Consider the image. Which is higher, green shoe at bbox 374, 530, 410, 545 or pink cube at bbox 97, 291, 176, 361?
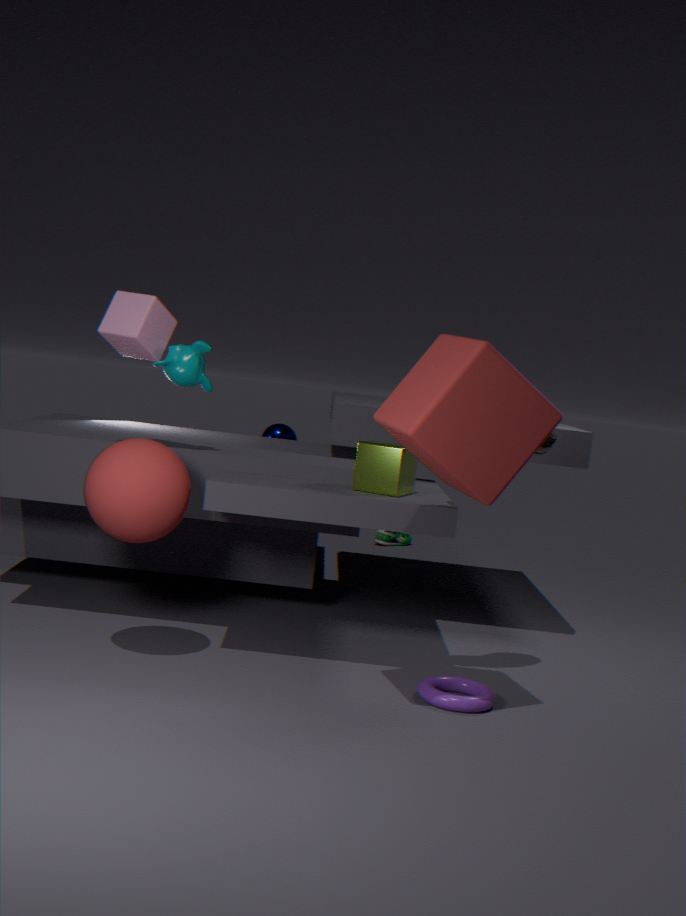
pink cube at bbox 97, 291, 176, 361
